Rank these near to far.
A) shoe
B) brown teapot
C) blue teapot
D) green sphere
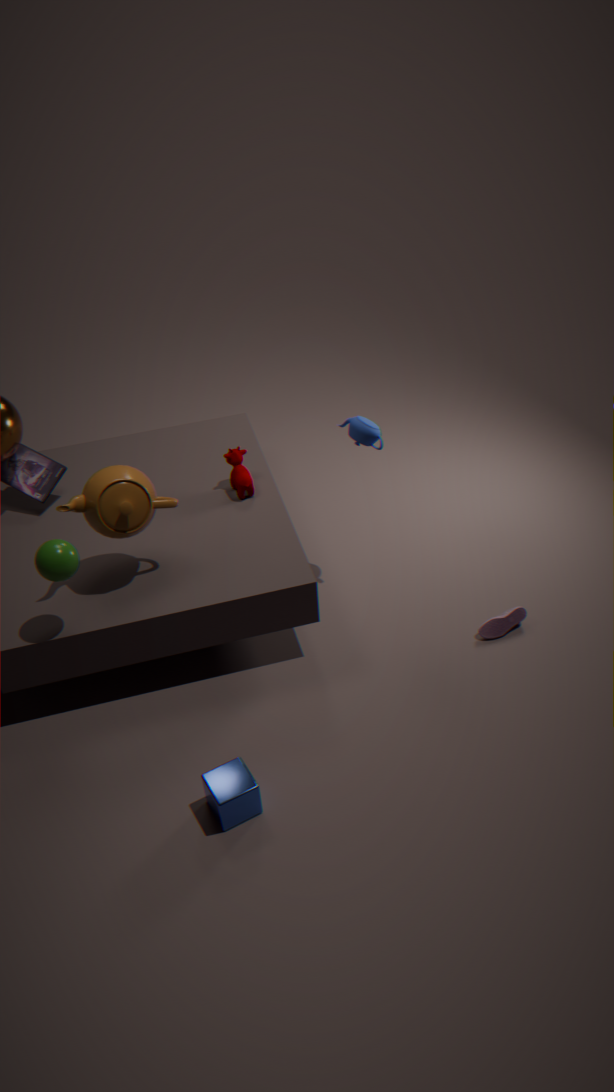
green sphere
brown teapot
blue teapot
shoe
